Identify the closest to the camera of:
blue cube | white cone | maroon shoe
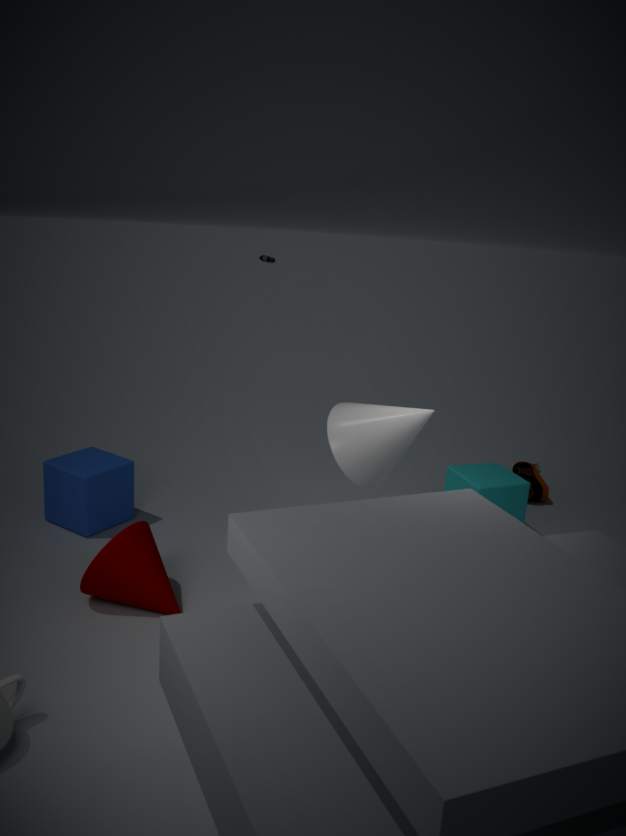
white cone
